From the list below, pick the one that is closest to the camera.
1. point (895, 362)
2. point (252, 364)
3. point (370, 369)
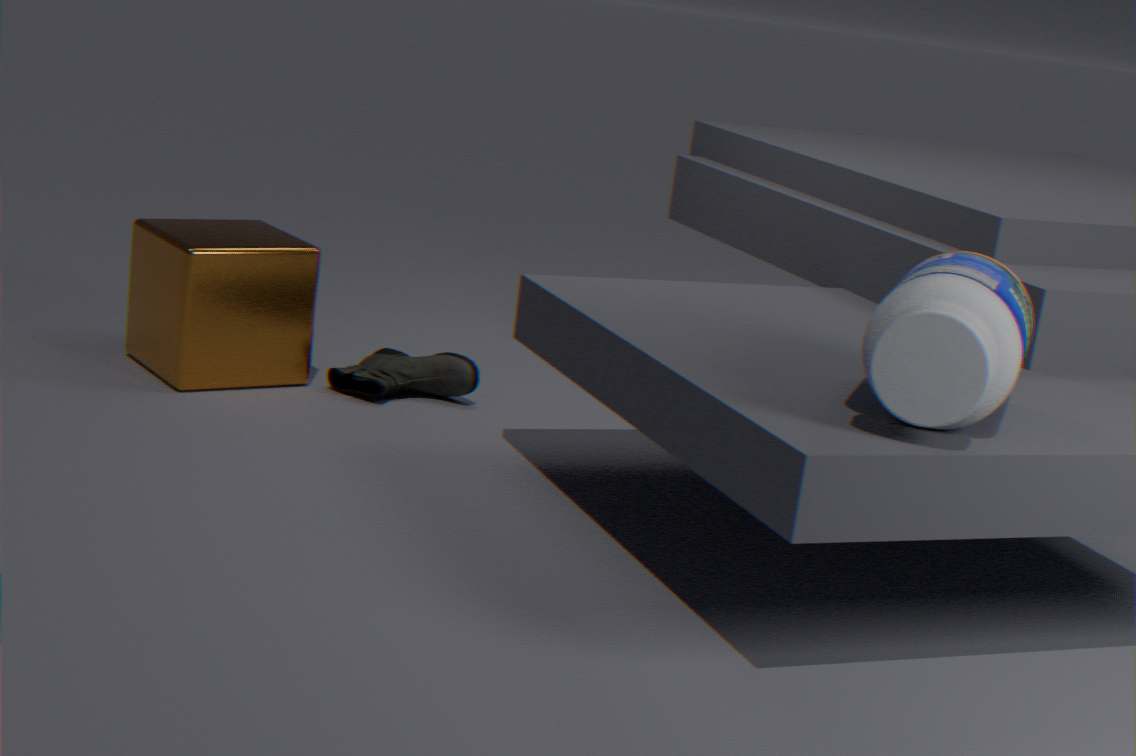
point (895, 362)
